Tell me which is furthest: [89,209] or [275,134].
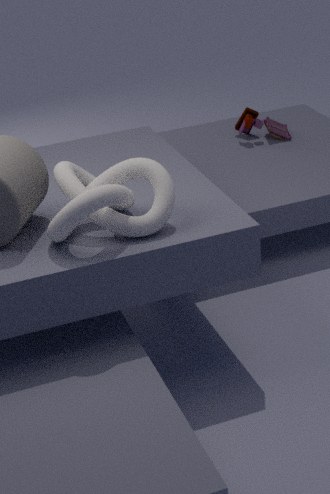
[275,134]
